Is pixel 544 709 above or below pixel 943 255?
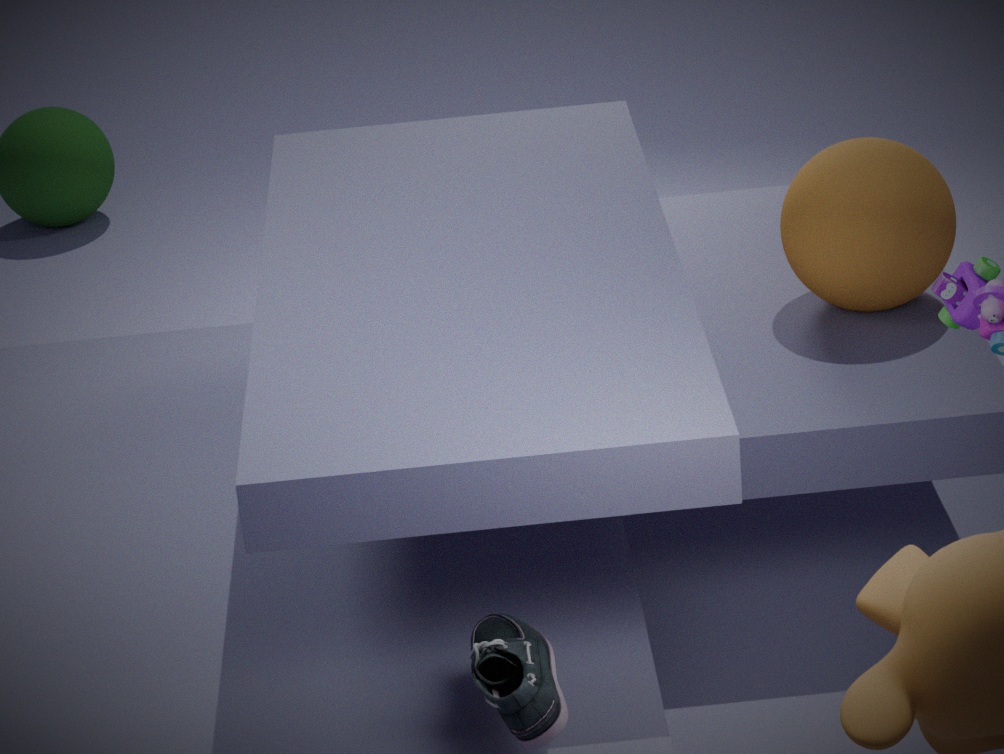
below
